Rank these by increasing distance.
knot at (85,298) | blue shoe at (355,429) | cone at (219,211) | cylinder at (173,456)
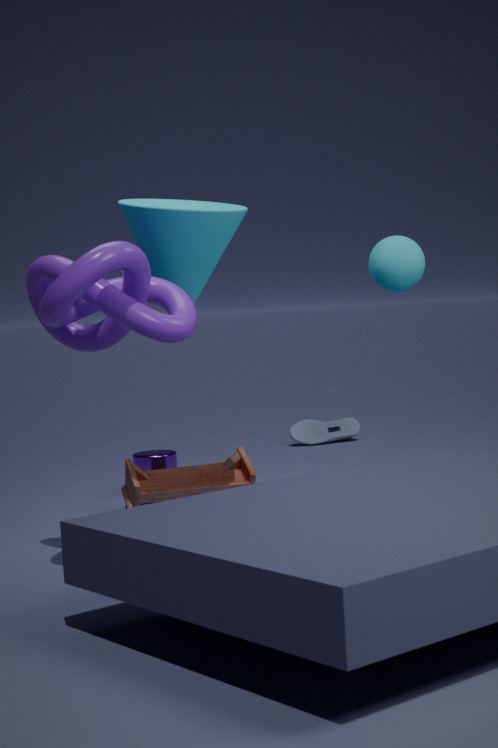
knot at (85,298) < cone at (219,211) < cylinder at (173,456) < blue shoe at (355,429)
